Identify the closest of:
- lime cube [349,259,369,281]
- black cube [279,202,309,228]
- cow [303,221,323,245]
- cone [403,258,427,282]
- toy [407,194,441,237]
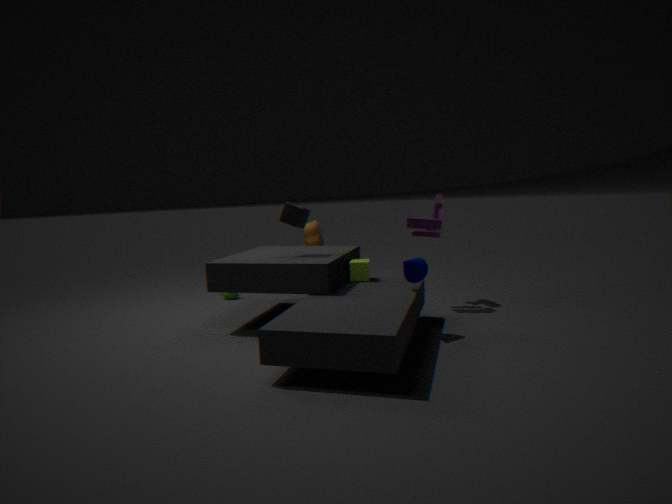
cone [403,258,427,282]
